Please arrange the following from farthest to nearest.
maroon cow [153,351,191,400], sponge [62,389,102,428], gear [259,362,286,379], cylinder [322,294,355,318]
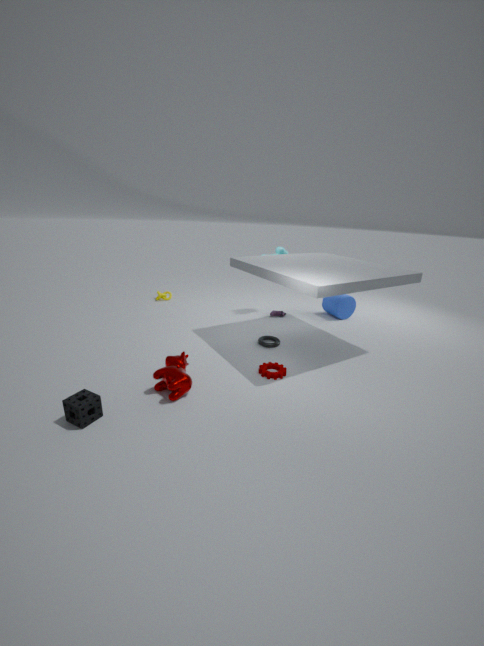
cylinder [322,294,355,318], gear [259,362,286,379], maroon cow [153,351,191,400], sponge [62,389,102,428]
